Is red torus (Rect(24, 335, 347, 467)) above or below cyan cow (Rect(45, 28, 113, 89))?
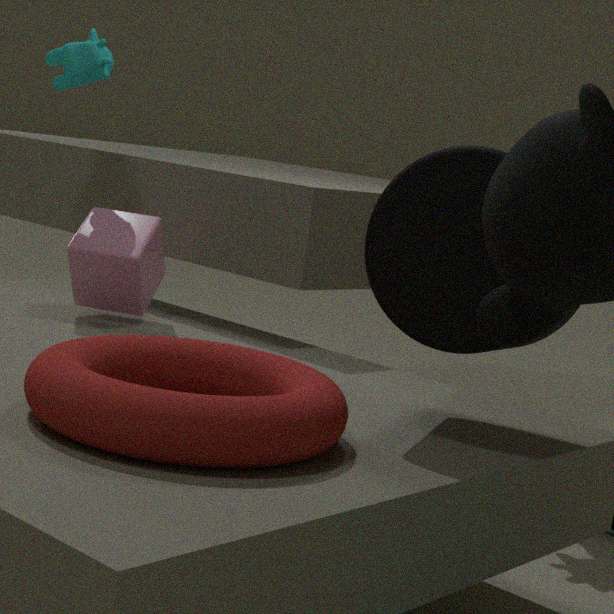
below
